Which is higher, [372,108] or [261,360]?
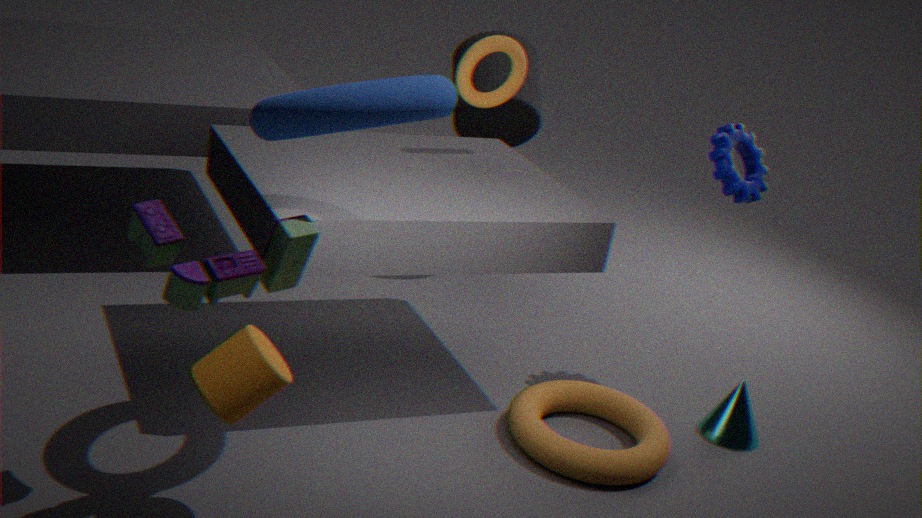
[372,108]
